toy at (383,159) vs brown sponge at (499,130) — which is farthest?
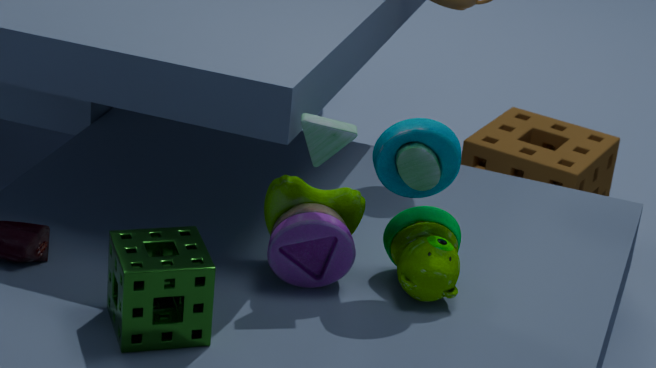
brown sponge at (499,130)
